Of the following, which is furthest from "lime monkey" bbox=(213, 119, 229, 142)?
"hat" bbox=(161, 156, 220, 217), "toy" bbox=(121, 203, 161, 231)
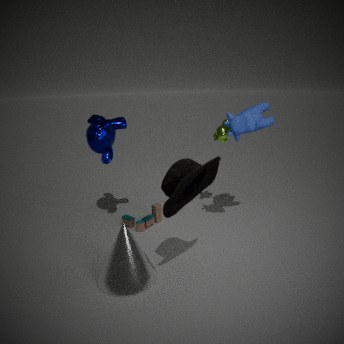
"hat" bbox=(161, 156, 220, 217)
